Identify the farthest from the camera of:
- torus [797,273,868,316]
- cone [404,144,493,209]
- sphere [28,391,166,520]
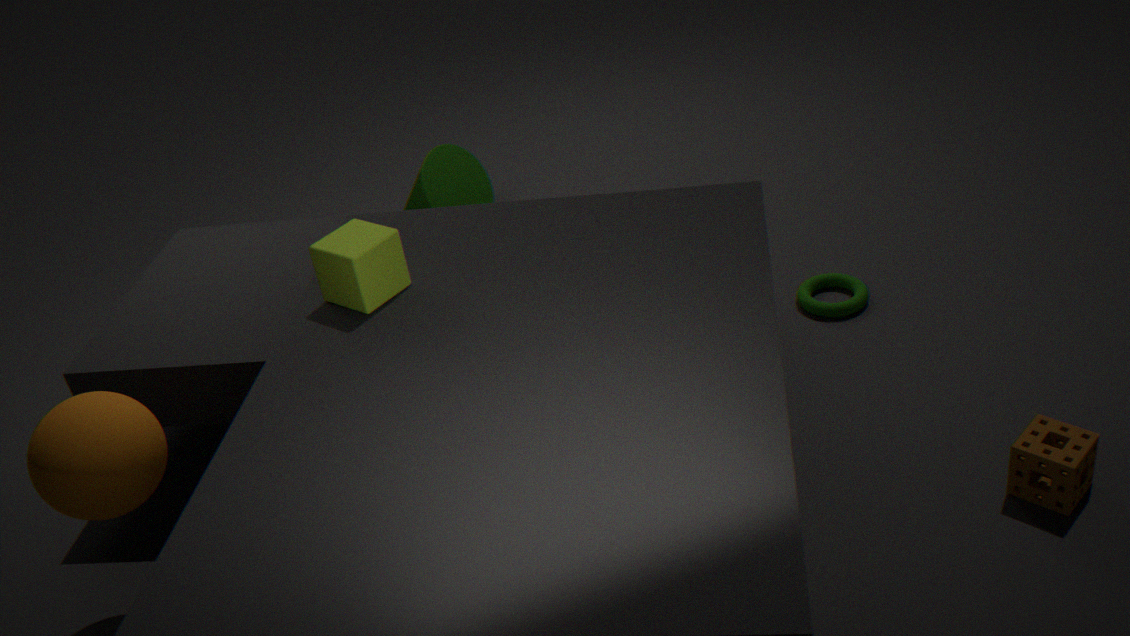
cone [404,144,493,209]
